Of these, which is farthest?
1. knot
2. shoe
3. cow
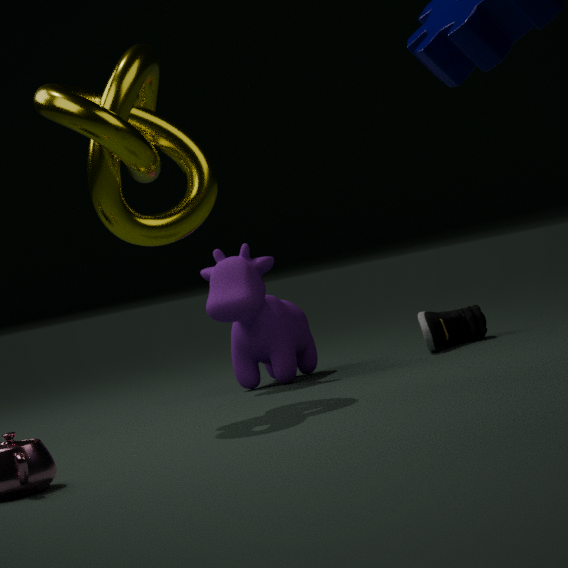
shoe
